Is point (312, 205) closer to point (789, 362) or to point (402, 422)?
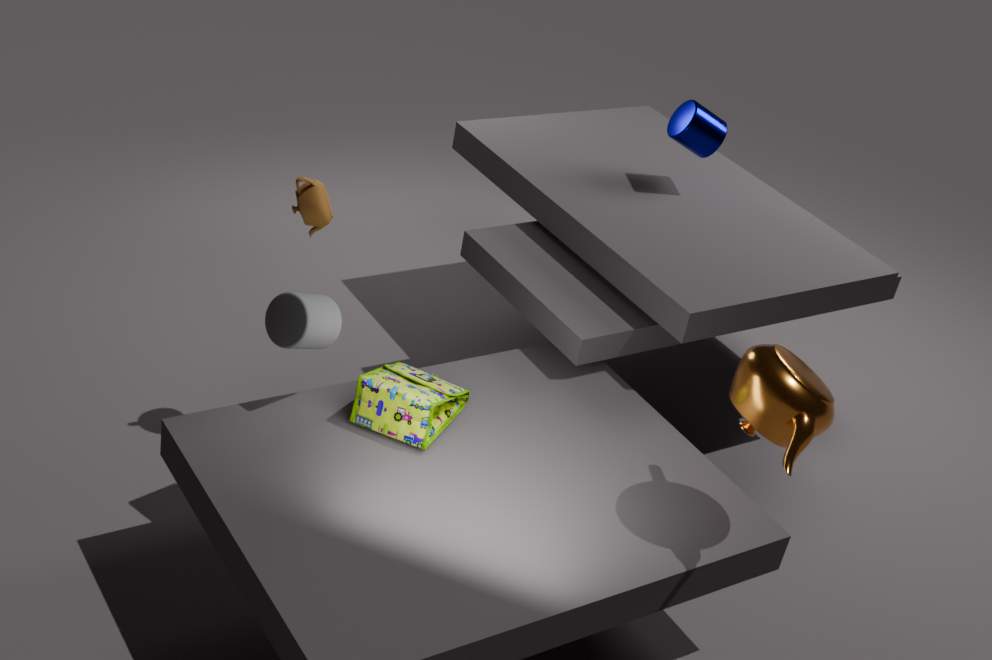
point (402, 422)
